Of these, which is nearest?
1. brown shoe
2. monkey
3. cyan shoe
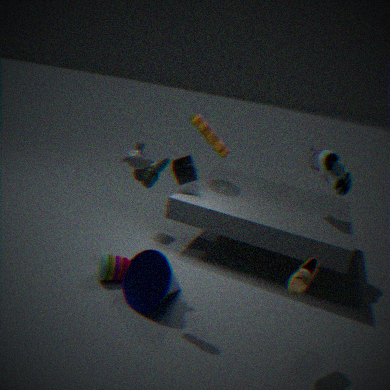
brown shoe
